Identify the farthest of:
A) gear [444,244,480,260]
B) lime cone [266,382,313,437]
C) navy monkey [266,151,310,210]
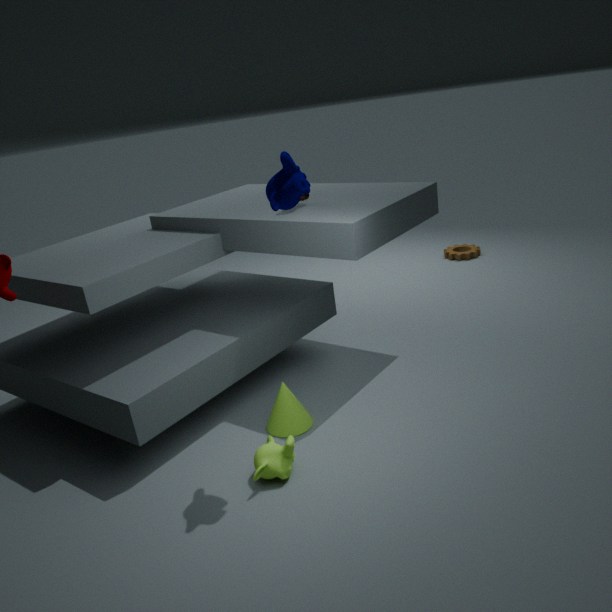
gear [444,244,480,260]
